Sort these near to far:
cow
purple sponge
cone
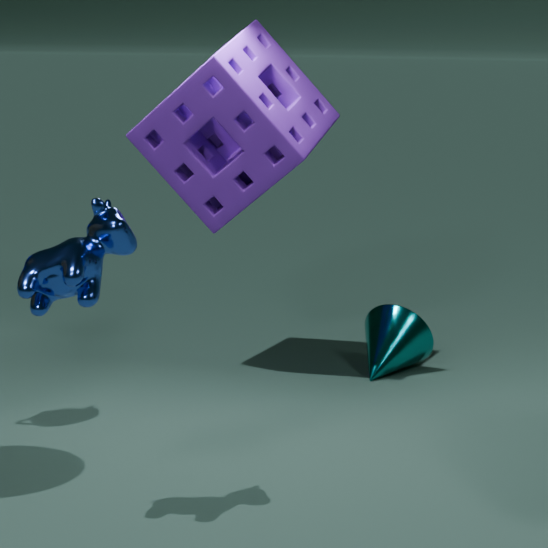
cow → purple sponge → cone
